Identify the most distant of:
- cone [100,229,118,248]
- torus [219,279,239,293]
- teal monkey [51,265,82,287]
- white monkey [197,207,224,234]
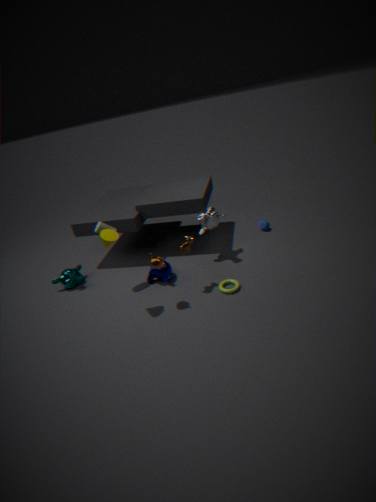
teal monkey [51,265,82,287]
